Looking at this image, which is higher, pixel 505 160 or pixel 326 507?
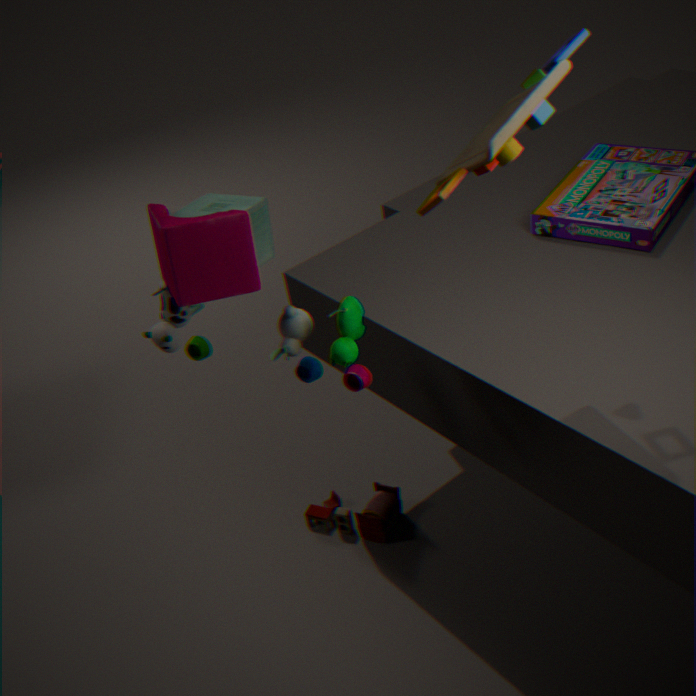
pixel 505 160
